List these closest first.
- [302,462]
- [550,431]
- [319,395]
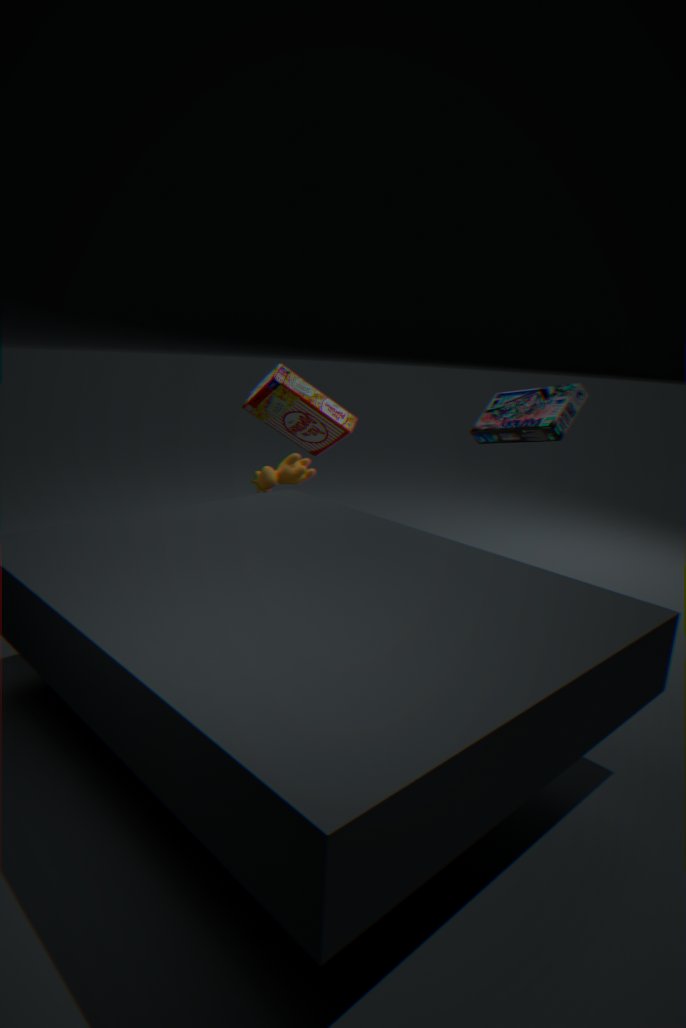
1. [550,431]
2. [302,462]
3. [319,395]
